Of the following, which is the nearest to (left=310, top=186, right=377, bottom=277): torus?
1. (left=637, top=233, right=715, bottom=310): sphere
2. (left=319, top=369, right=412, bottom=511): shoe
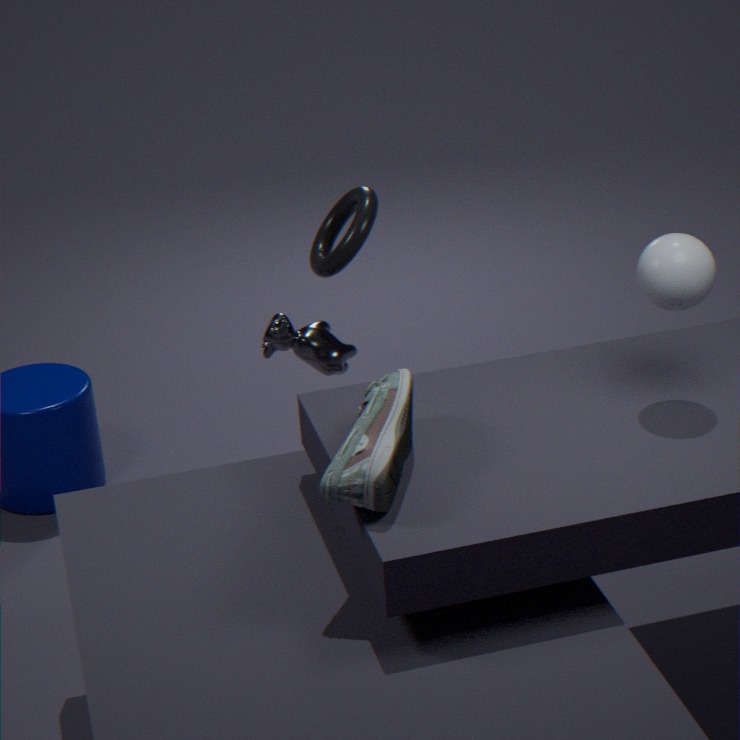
(left=319, top=369, right=412, bottom=511): shoe
